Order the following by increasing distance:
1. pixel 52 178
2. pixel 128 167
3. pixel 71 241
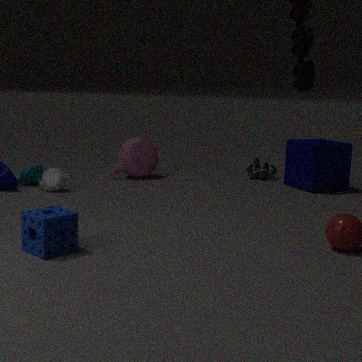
1. pixel 71 241
2. pixel 52 178
3. pixel 128 167
